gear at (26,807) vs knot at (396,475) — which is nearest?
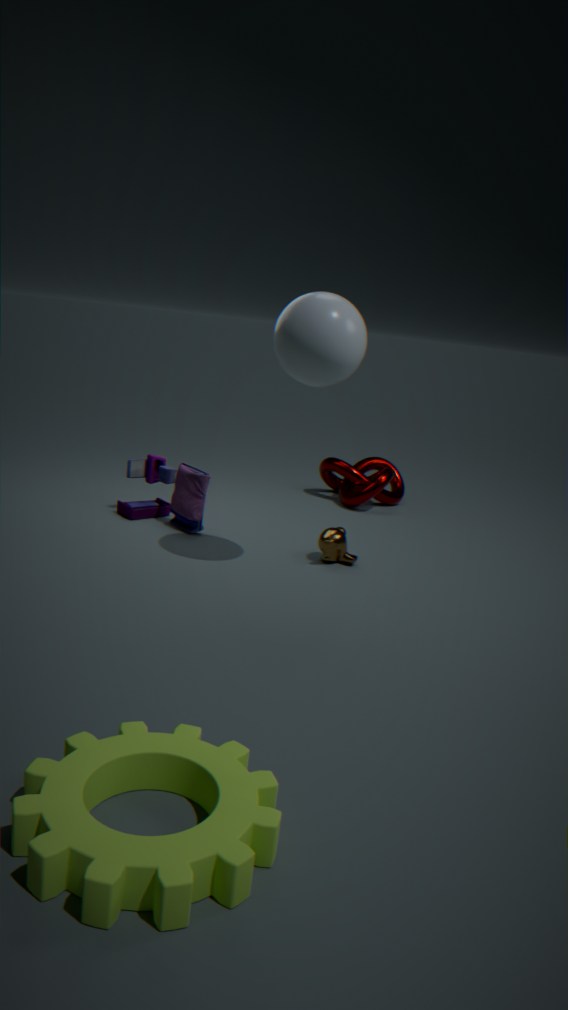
gear at (26,807)
